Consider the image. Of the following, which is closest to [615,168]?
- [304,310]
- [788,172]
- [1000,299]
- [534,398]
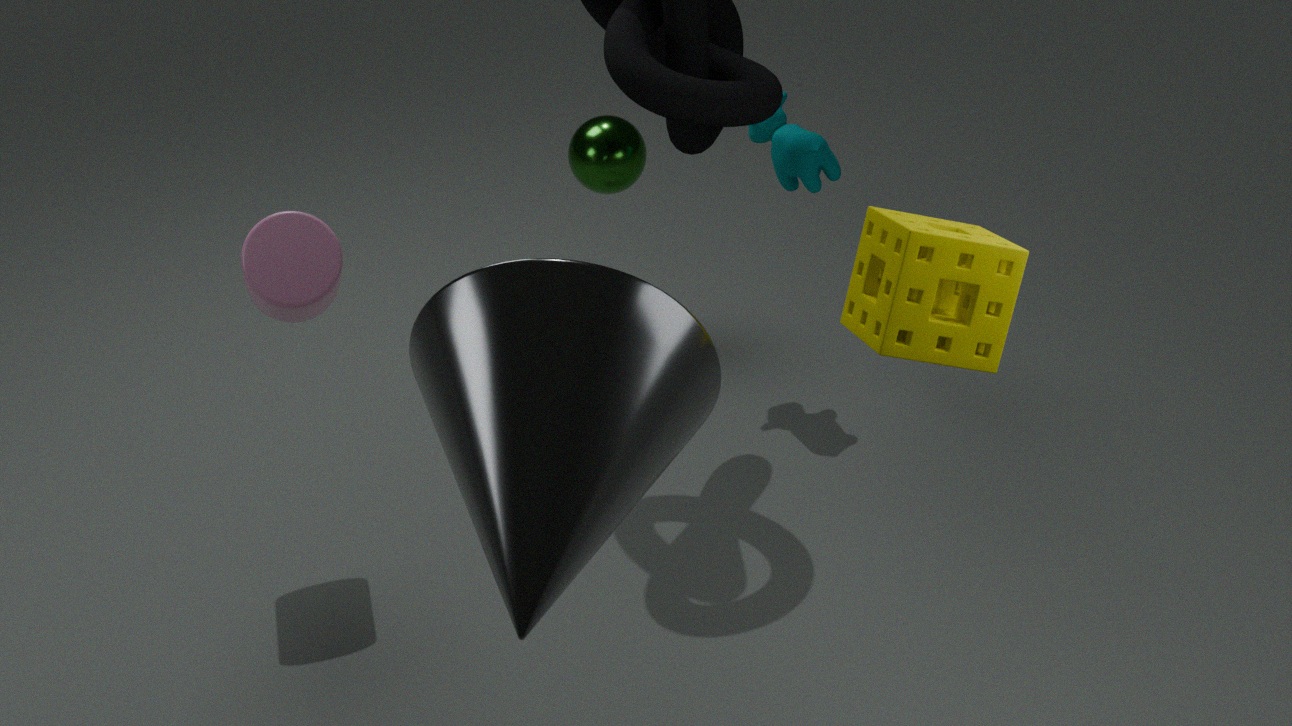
[788,172]
